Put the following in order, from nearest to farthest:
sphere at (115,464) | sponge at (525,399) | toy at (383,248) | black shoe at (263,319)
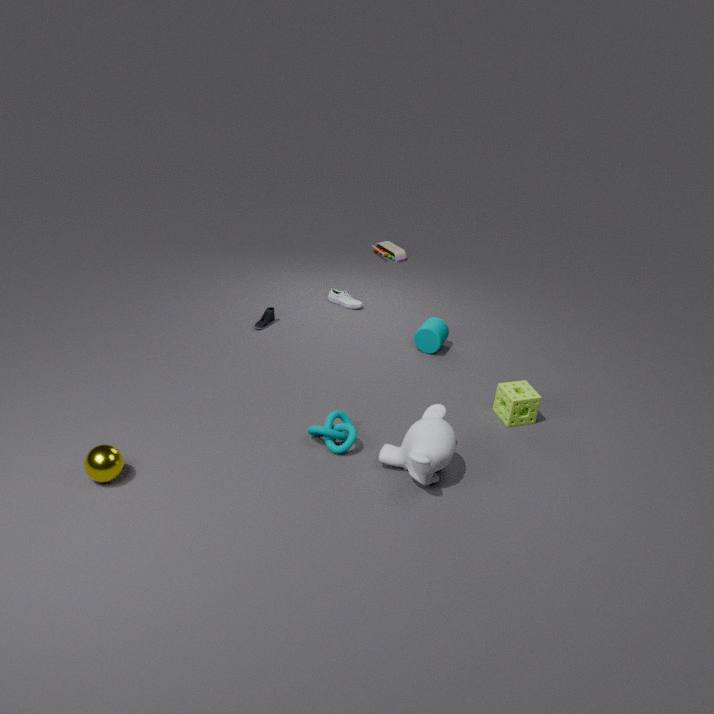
sphere at (115,464)
sponge at (525,399)
black shoe at (263,319)
toy at (383,248)
